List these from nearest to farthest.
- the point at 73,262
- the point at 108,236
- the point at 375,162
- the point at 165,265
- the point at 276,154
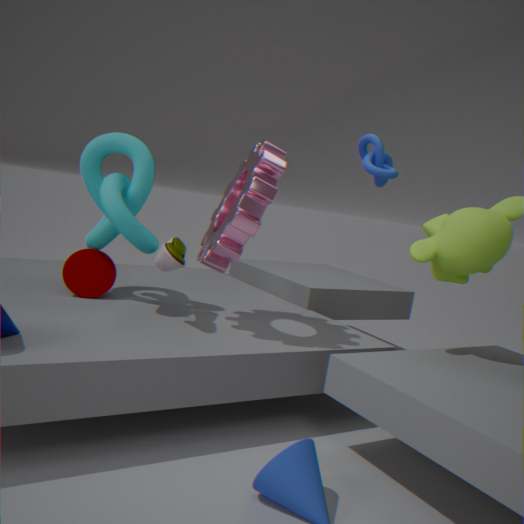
the point at 165,265, the point at 276,154, the point at 108,236, the point at 73,262, the point at 375,162
